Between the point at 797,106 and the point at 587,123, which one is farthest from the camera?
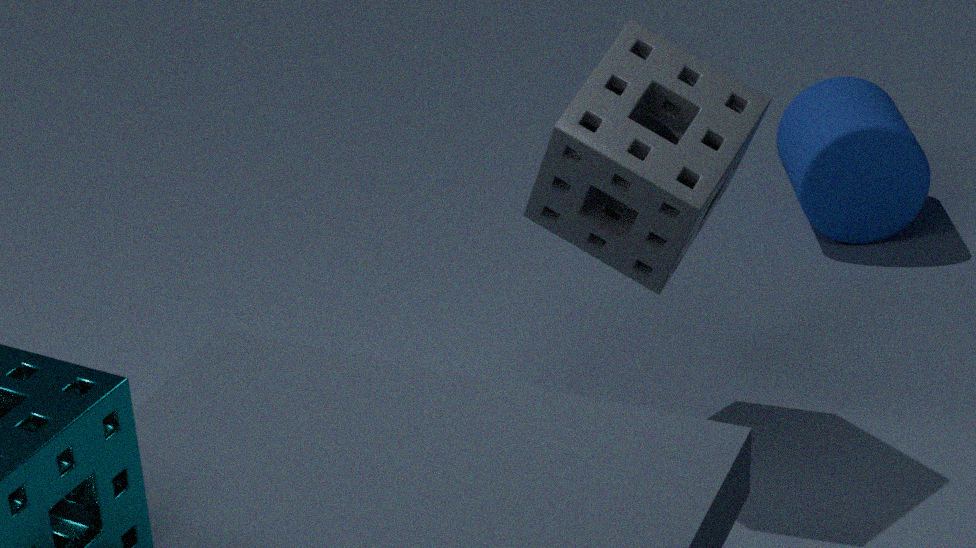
the point at 797,106
